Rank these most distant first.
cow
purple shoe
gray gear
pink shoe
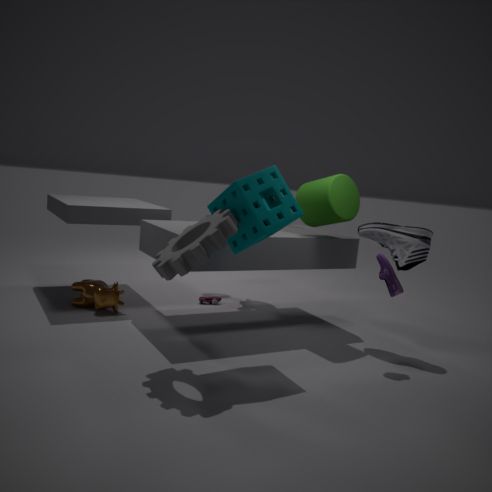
pink shoe → cow → purple shoe → gray gear
